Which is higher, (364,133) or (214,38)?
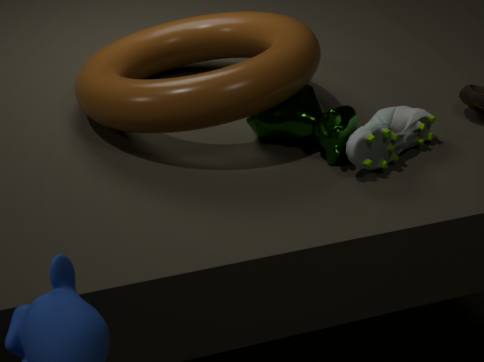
(214,38)
